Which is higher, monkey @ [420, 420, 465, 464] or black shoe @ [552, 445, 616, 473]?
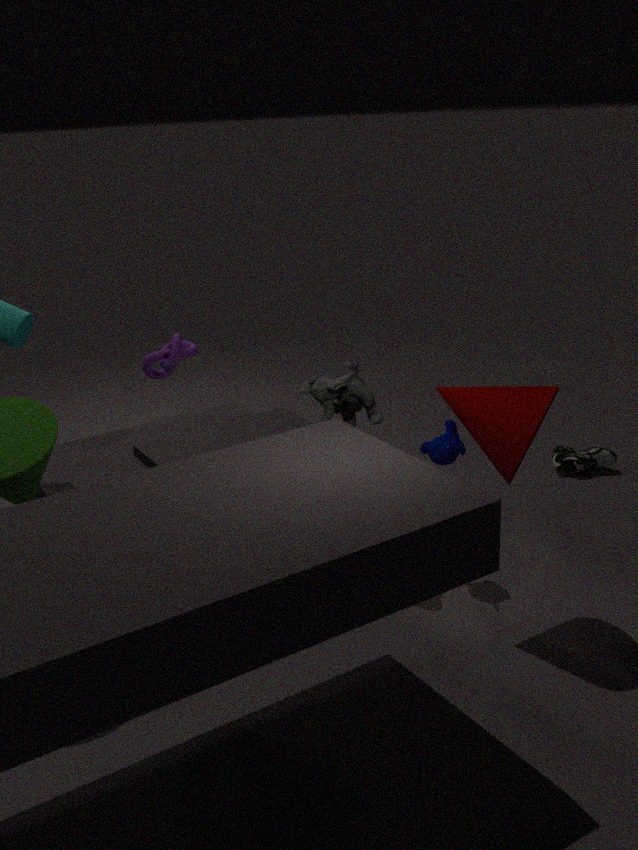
monkey @ [420, 420, 465, 464]
